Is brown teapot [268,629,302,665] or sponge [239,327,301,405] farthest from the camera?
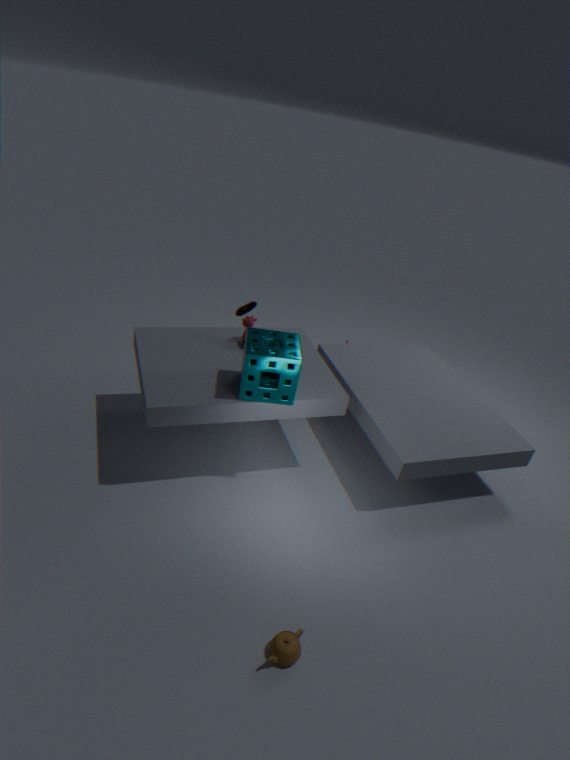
sponge [239,327,301,405]
